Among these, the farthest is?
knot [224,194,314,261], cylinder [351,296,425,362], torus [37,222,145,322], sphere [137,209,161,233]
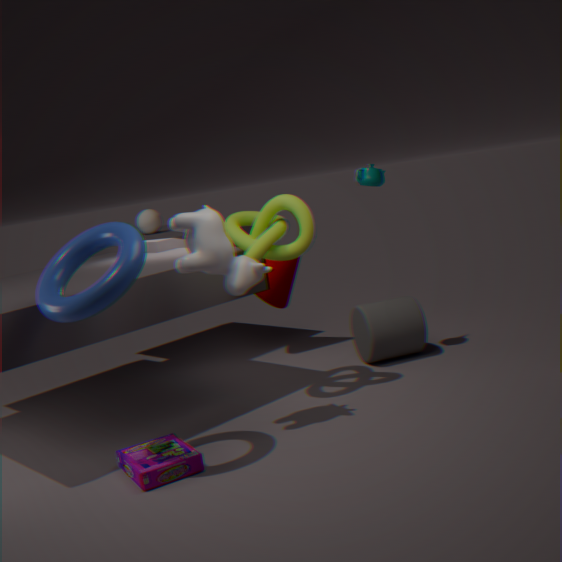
sphere [137,209,161,233]
